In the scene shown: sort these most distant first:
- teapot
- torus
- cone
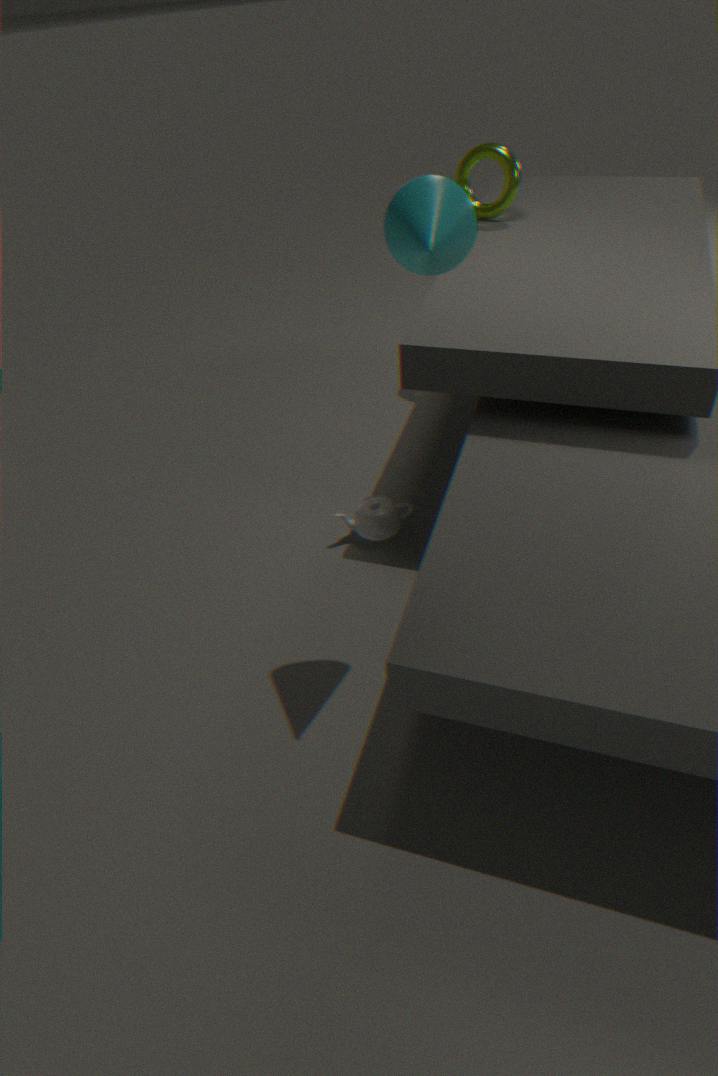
torus → teapot → cone
